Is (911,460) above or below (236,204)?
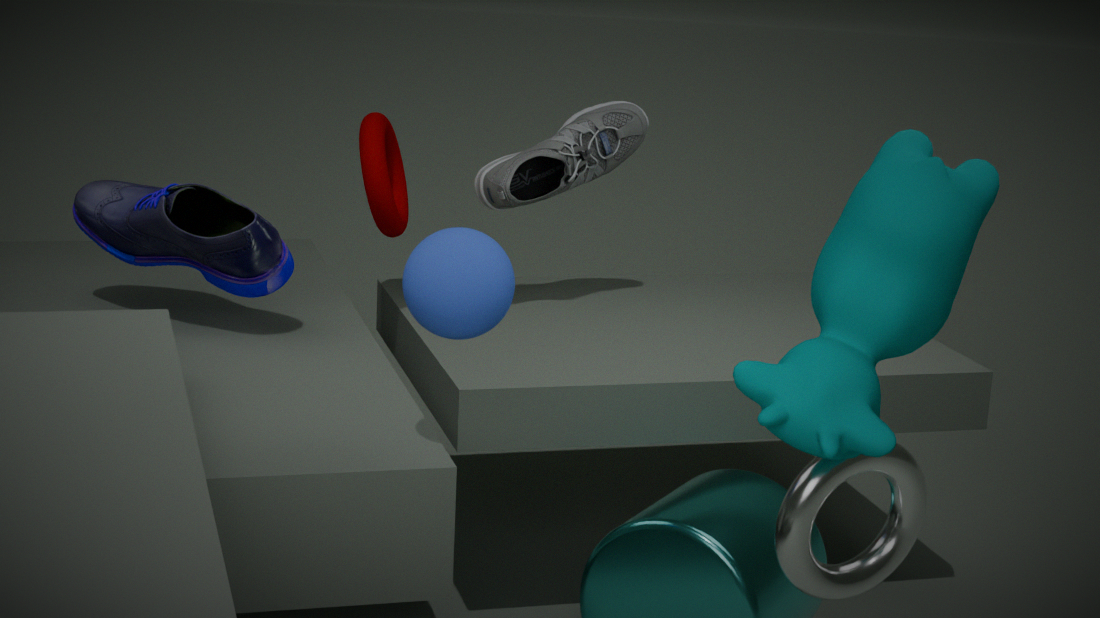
below
